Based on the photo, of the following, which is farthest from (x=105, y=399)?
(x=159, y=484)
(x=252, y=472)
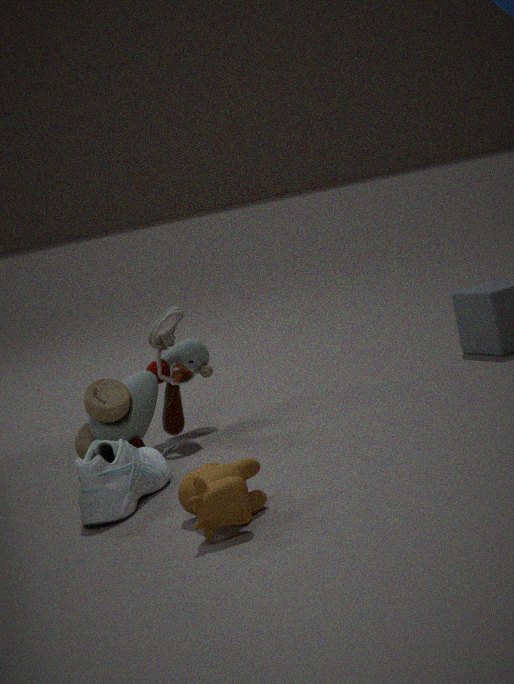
(x=252, y=472)
